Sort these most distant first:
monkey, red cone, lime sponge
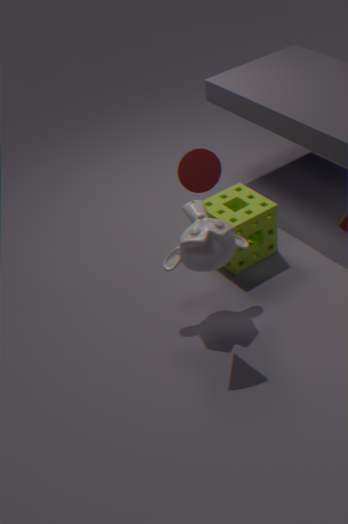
1. lime sponge
2. monkey
3. red cone
